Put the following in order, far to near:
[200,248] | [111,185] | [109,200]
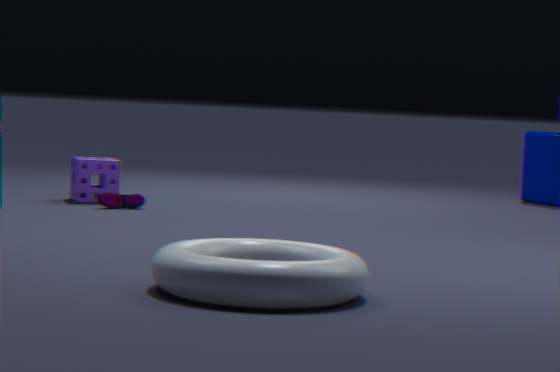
[111,185] < [109,200] < [200,248]
